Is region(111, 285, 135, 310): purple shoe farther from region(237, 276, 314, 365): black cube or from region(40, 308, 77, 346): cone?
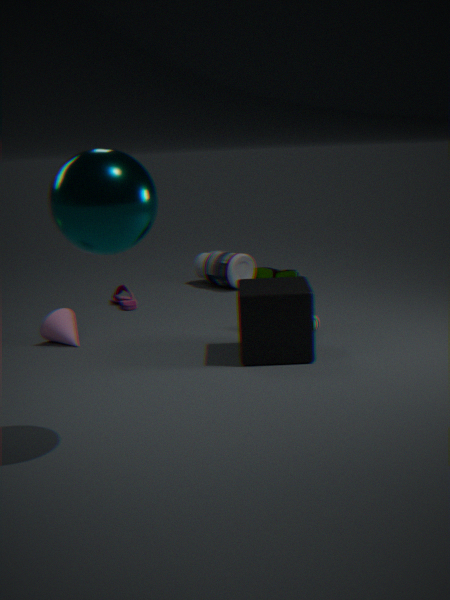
region(237, 276, 314, 365): black cube
